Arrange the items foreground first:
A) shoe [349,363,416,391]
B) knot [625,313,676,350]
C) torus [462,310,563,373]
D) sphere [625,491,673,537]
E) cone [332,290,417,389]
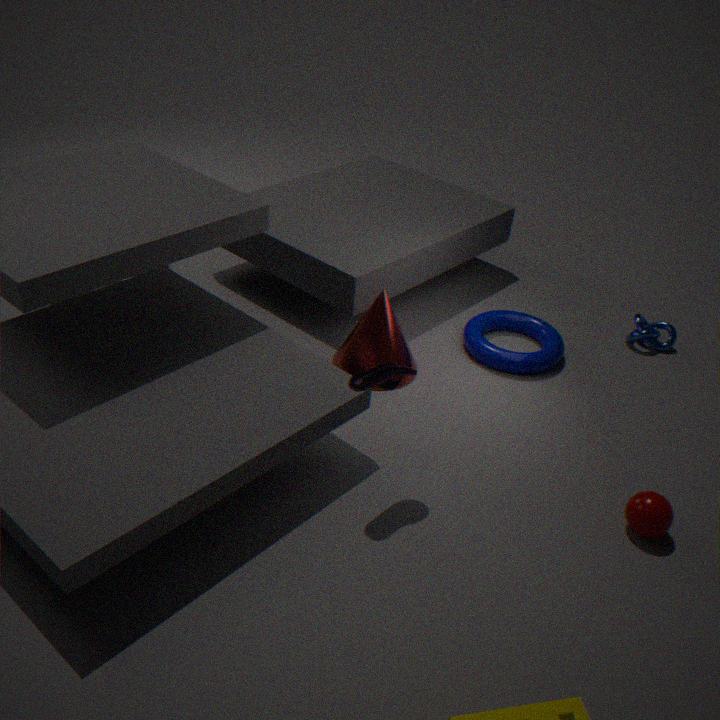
shoe [349,363,416,391] < sphere [625,491,673,537] < cone [332,290,417,389] < torus [462,310,563,373] < knot [625,313,676,350]
